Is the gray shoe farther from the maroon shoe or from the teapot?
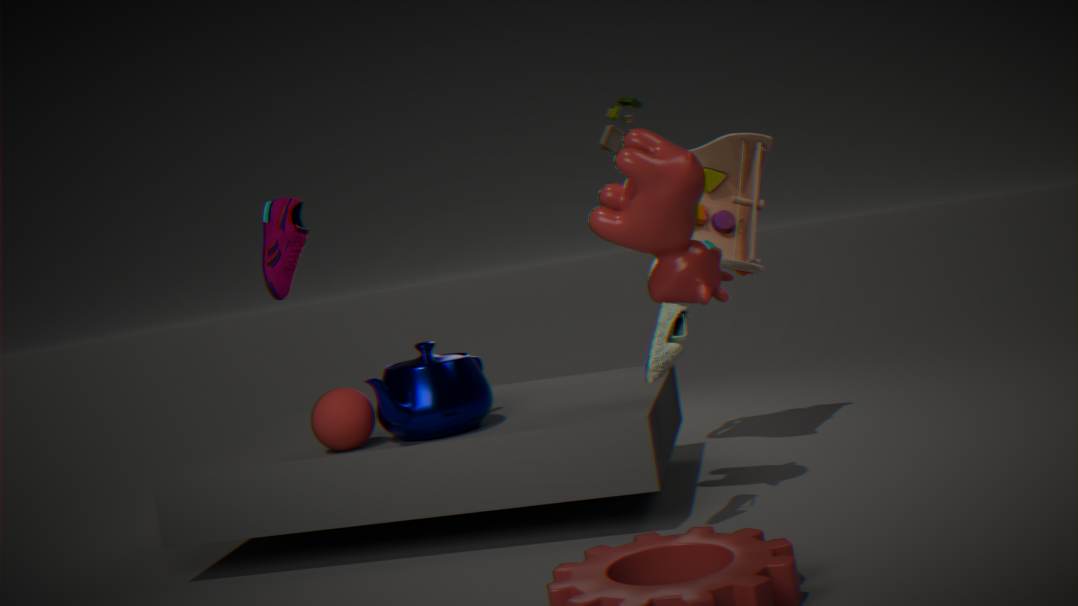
the maroon shoe
